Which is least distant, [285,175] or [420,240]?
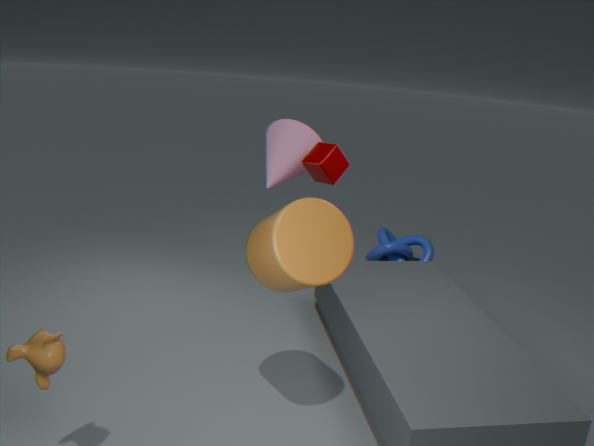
[285,175]
